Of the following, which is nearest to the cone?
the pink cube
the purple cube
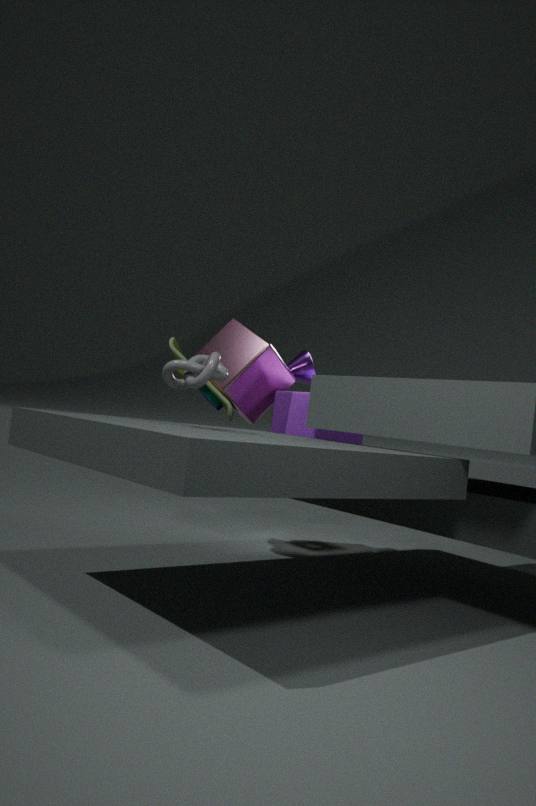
the pink cube
